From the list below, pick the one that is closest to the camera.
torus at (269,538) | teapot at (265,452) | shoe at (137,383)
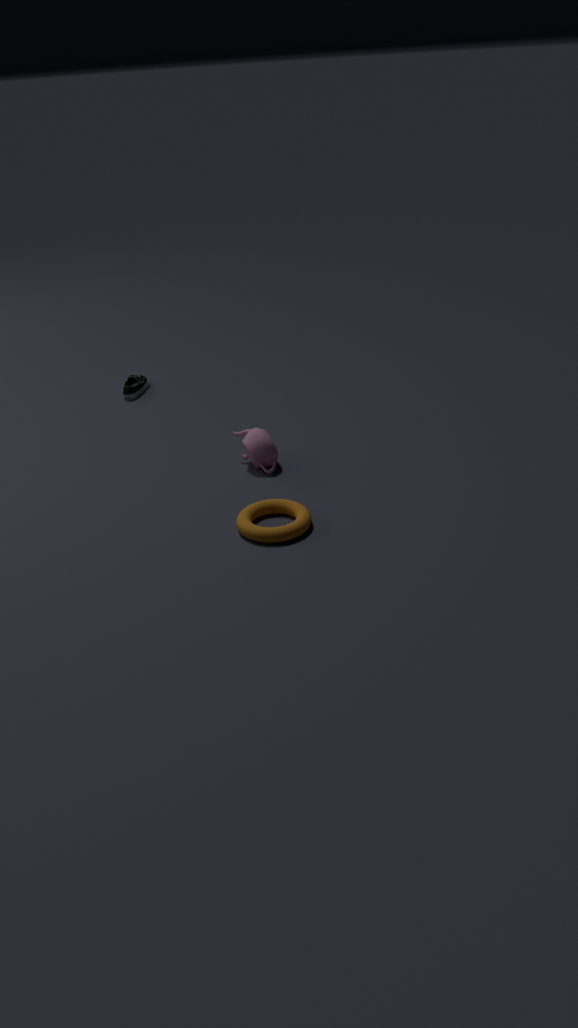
torus at (269,538)
